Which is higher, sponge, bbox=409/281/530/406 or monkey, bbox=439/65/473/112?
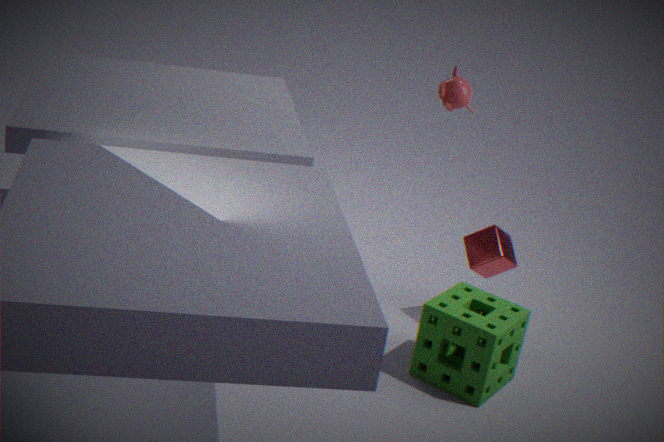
monkey, bbox=439/65/473/112
